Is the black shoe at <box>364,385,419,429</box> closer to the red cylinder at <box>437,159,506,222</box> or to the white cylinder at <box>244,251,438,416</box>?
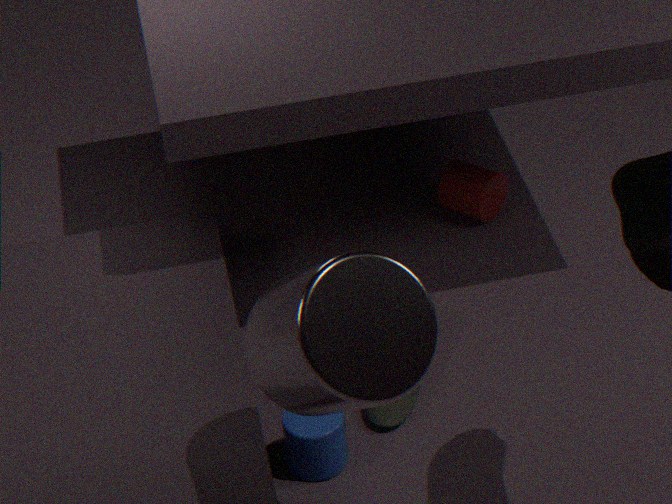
the red cylinder at <box>437,159,506,222</box>
